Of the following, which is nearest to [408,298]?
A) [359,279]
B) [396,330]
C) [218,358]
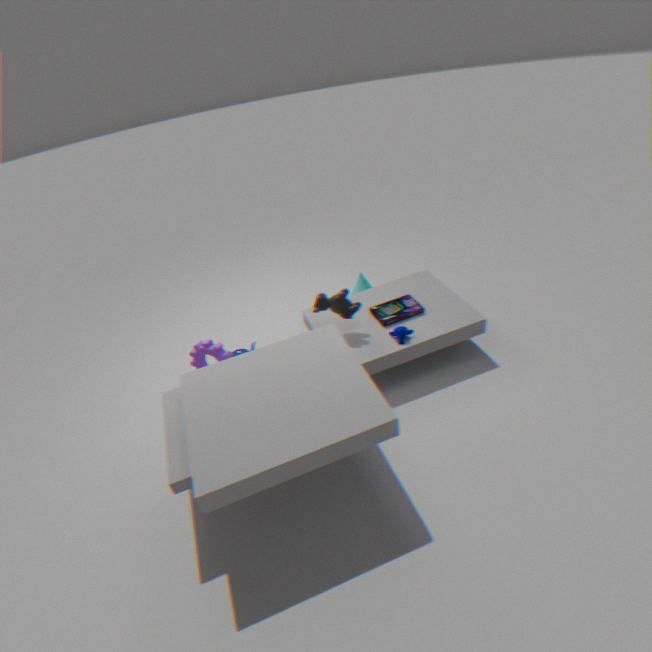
[396,330]
